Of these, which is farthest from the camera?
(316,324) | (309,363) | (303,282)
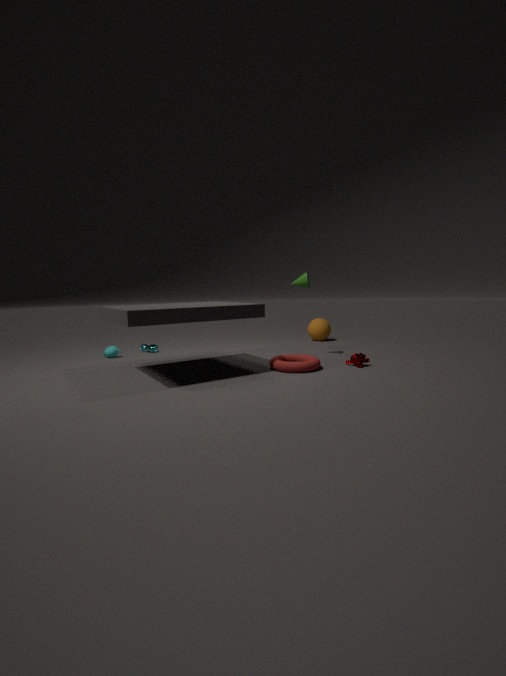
(316,324)
